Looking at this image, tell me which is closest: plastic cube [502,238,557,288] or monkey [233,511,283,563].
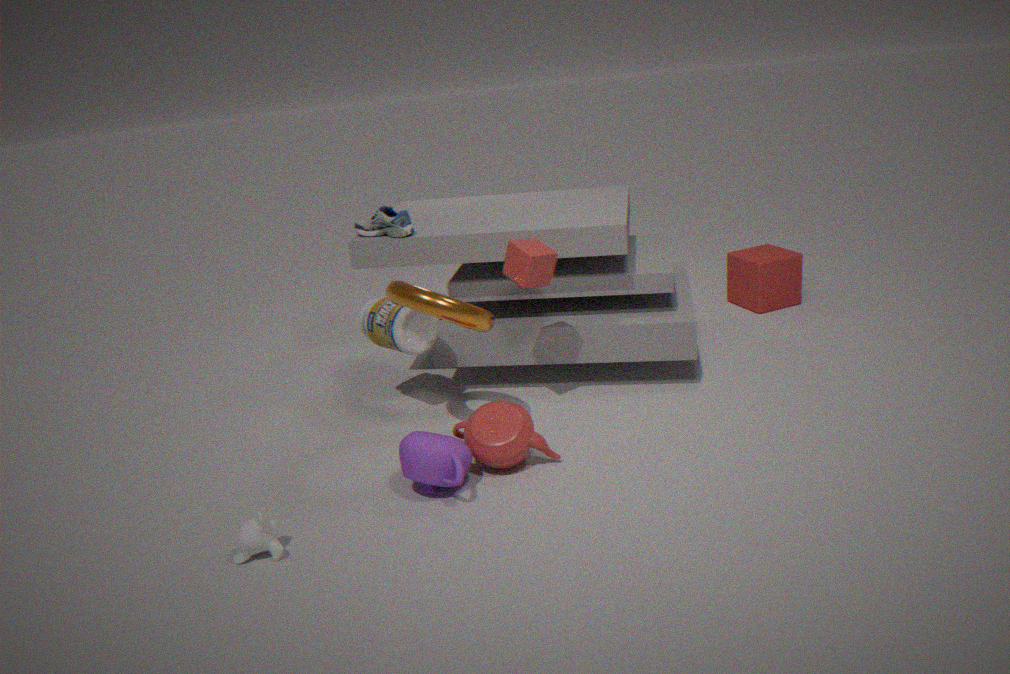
monkey [233,511,283,563]
